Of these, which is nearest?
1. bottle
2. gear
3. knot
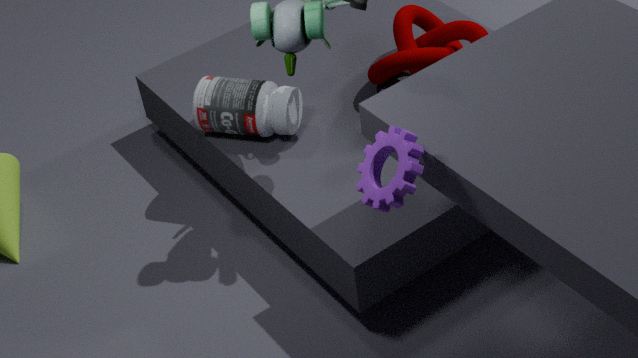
gear
